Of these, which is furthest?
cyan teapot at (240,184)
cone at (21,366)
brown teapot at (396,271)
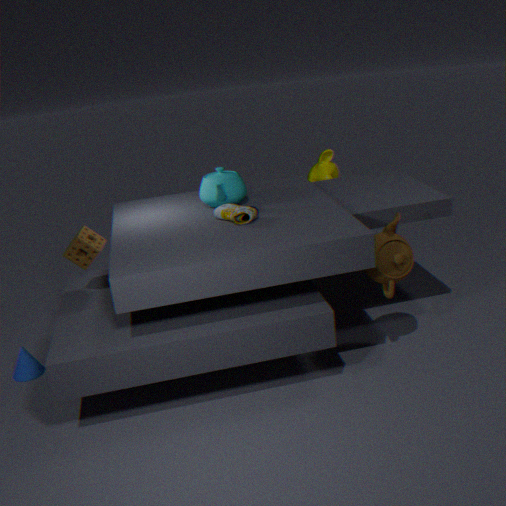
cyan teapot at (240,184)
